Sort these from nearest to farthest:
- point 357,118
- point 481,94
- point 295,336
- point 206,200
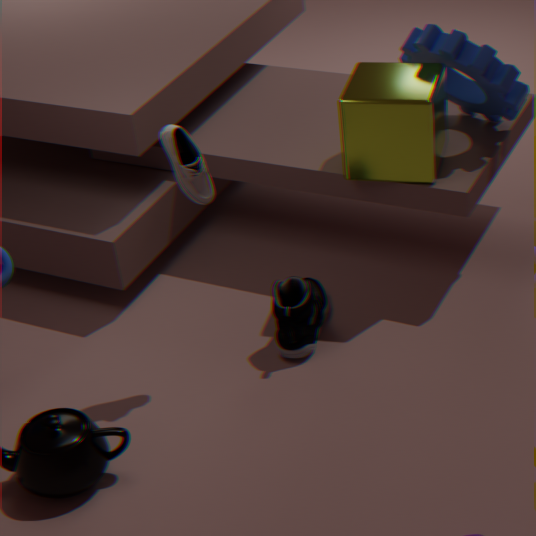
point 206,200
point 295,336
point 357,118
point 481,94
